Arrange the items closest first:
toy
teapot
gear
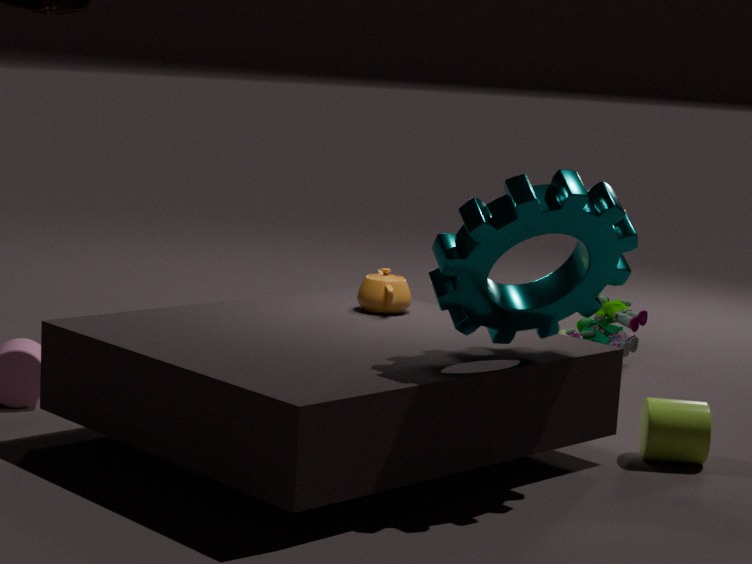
Result: 1. gear
2. teapot
3. toy
